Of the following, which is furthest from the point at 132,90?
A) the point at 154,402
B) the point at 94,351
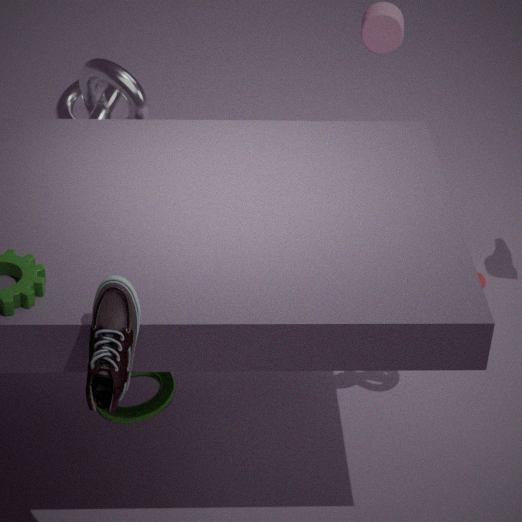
the point at 94,351
